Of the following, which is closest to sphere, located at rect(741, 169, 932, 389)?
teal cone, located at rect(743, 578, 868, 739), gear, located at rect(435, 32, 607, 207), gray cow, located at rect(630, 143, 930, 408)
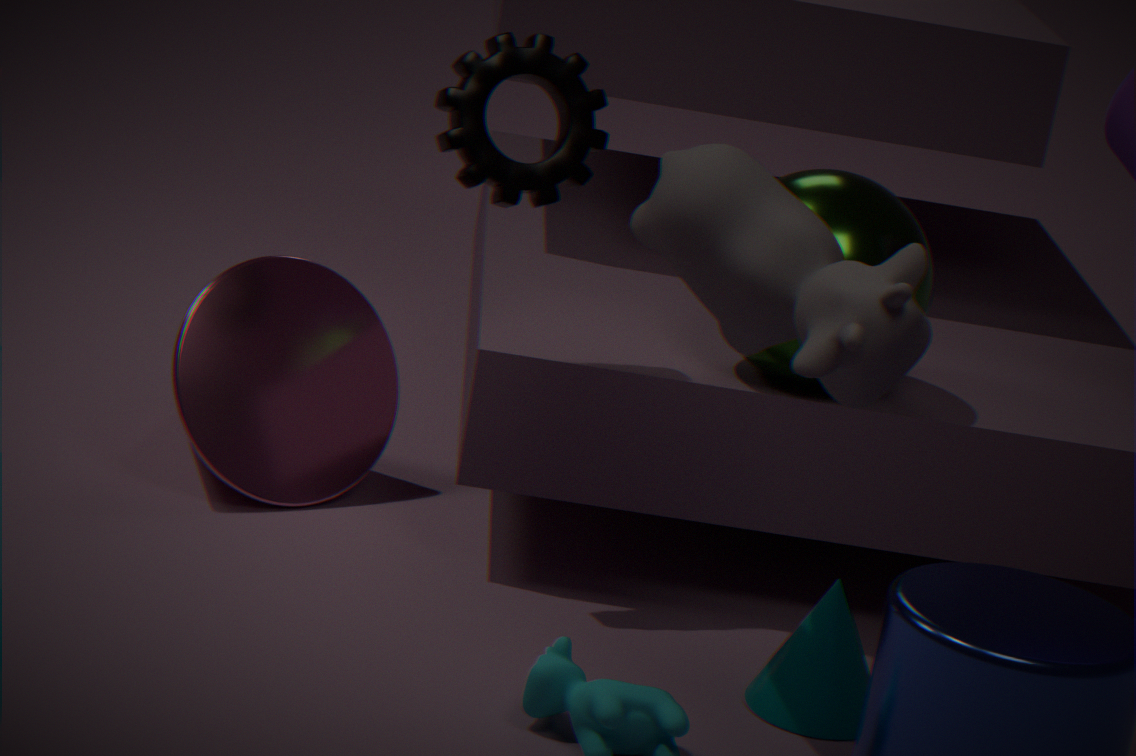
gray cow, located at rect(630, 143, 930, 408)
